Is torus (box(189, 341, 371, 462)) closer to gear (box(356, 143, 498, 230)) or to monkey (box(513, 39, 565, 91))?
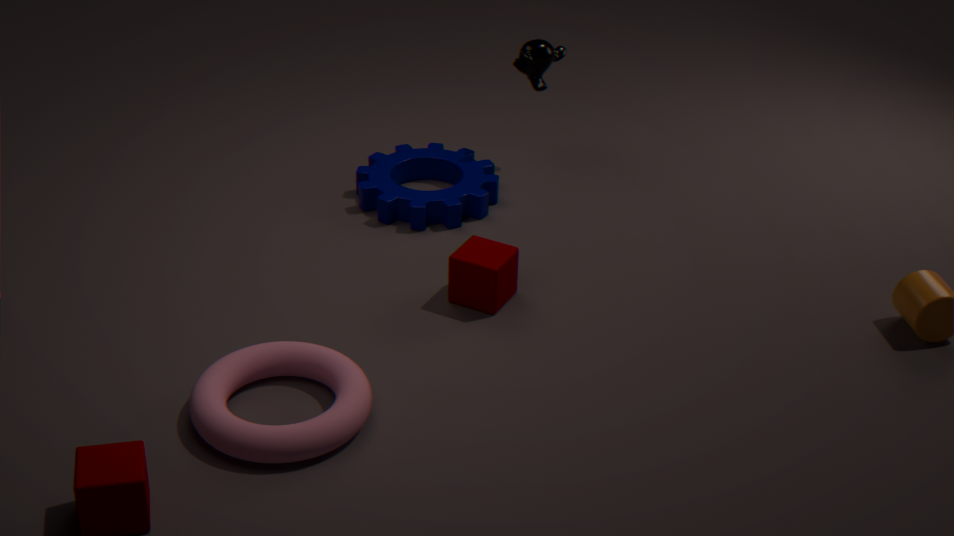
gear (box(356, 143, 498, 230))
